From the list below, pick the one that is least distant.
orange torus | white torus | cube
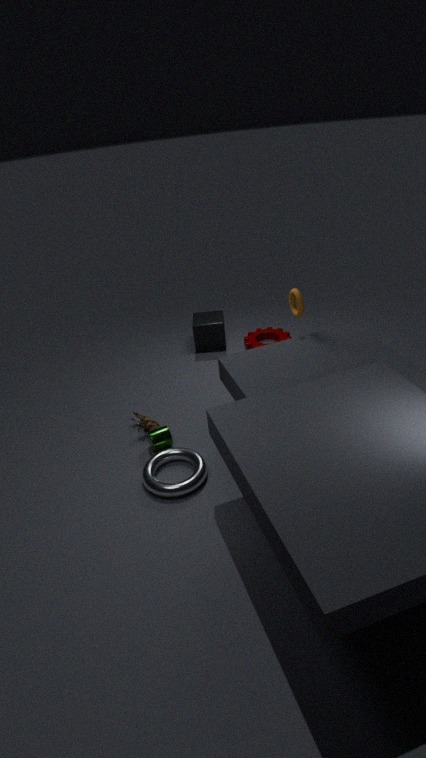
Result: white torus
